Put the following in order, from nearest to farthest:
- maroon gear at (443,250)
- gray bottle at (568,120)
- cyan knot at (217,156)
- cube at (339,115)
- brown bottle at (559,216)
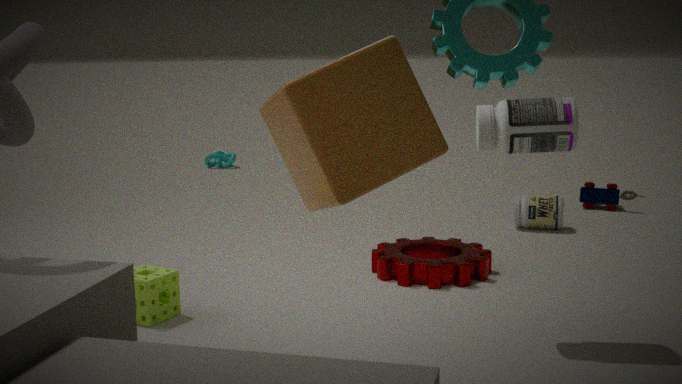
cube at (339,115)
gray bottle at (568,120)
maroon gear at (443,250)
brown bottle at (559,216)
cyan knot at (217,156)
